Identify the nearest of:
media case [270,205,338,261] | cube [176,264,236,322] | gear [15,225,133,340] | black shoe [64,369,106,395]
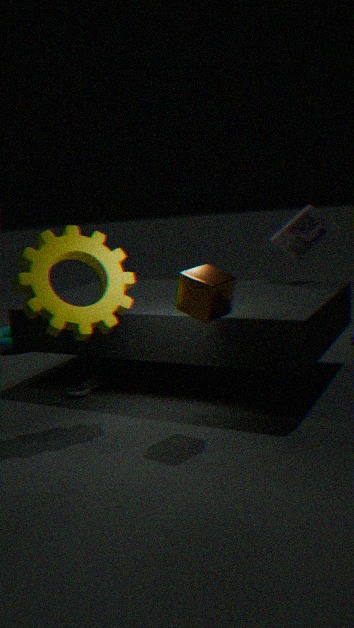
cube [176,264,236,322]
